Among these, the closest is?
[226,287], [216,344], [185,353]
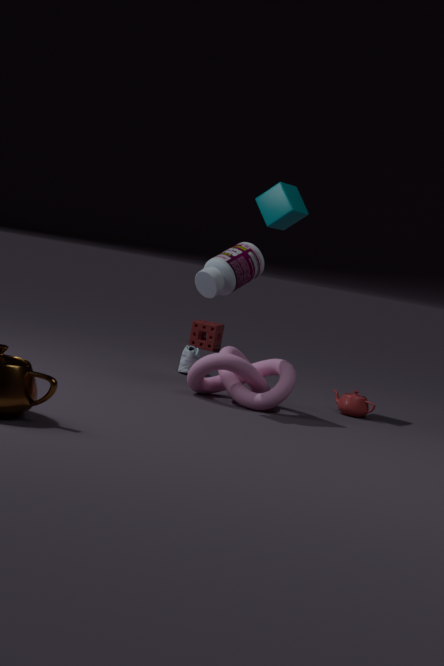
[226,287]
